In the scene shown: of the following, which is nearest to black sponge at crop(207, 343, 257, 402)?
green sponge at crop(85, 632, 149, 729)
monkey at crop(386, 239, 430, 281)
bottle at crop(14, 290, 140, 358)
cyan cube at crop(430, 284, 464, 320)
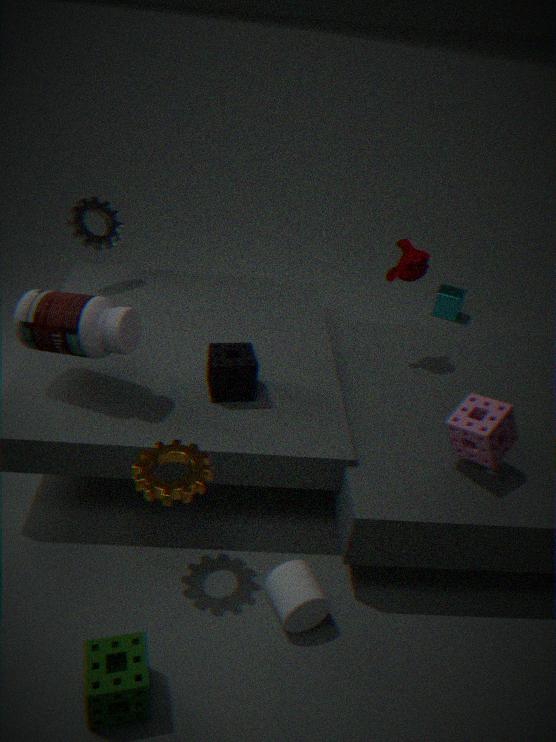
bottle at crop(14, 290, 140, 358)
